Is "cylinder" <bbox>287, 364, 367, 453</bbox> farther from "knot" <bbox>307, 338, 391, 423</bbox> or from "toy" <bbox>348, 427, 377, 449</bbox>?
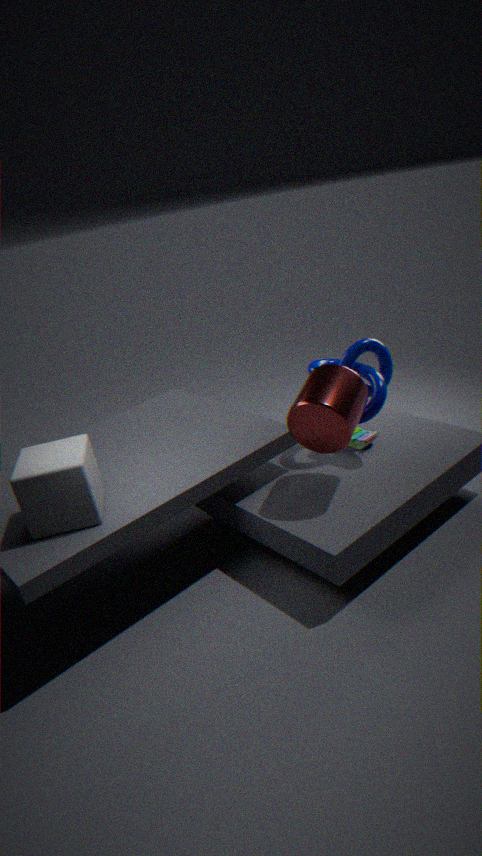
"toy" <bbox>348, 427, 377, 449</bbox>
